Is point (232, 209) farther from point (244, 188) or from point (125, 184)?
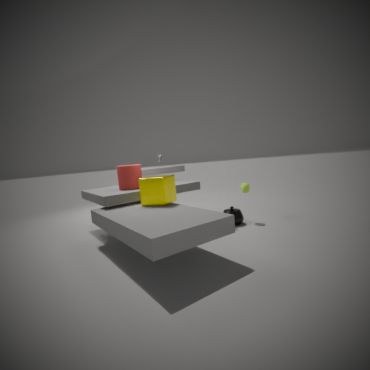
point (125, 184)
